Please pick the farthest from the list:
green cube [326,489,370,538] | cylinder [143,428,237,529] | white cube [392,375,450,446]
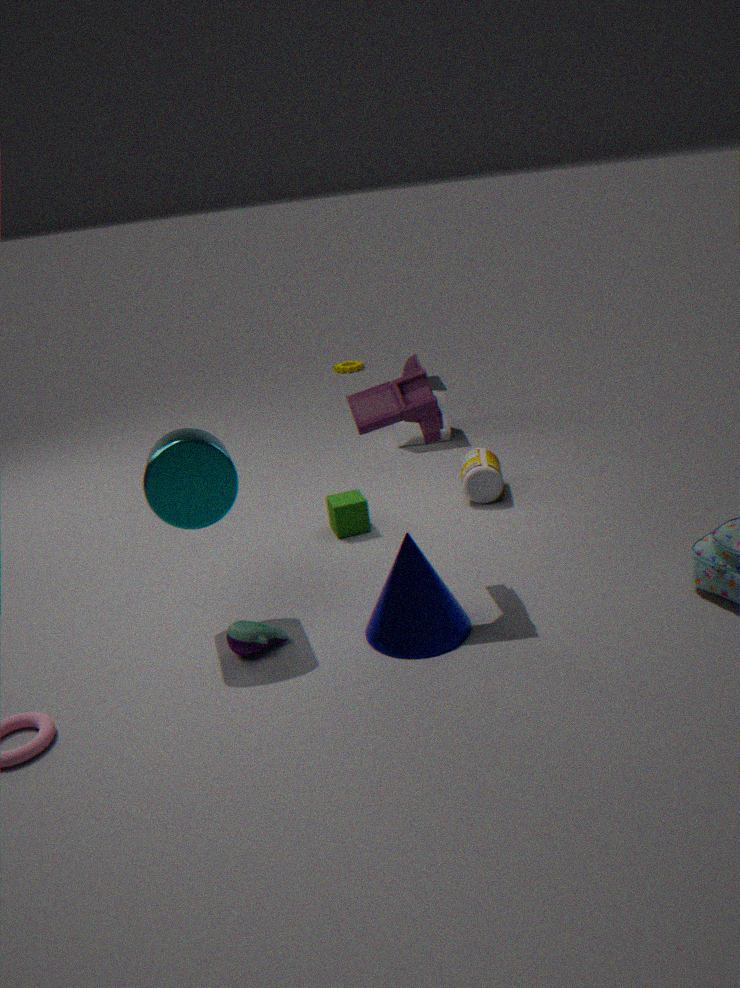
white cube [392,375,450,446]
